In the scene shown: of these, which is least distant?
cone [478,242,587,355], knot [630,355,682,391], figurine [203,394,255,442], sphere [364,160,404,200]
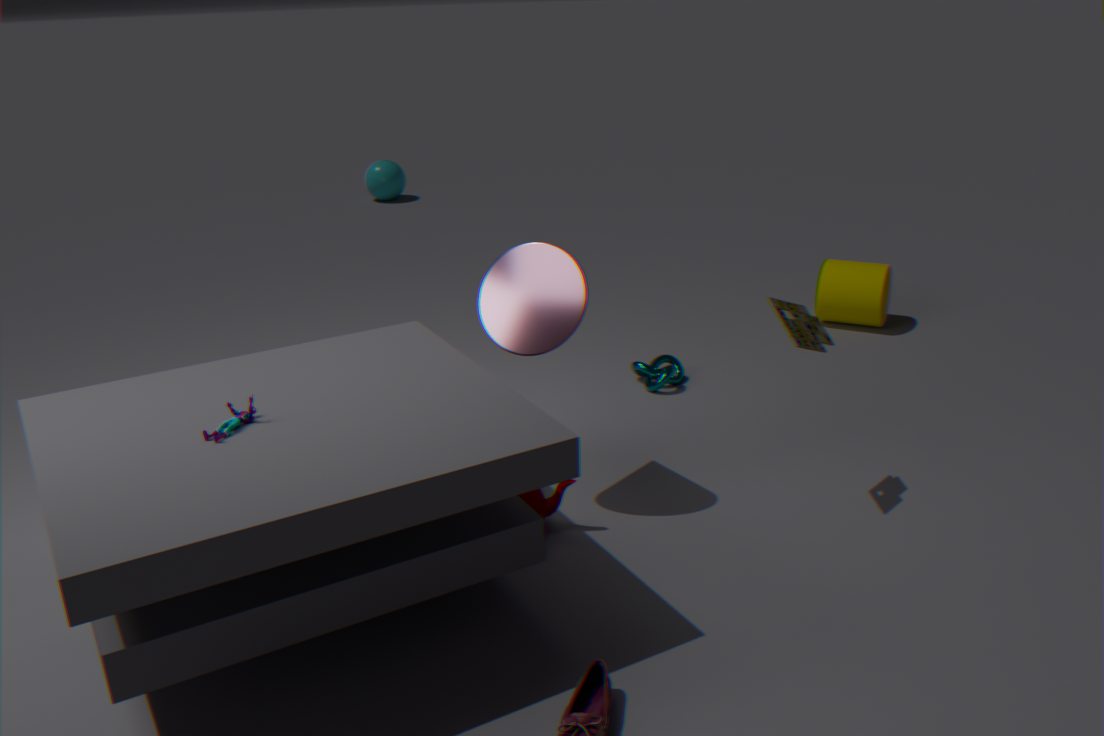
figurine [203,394,255,442]
